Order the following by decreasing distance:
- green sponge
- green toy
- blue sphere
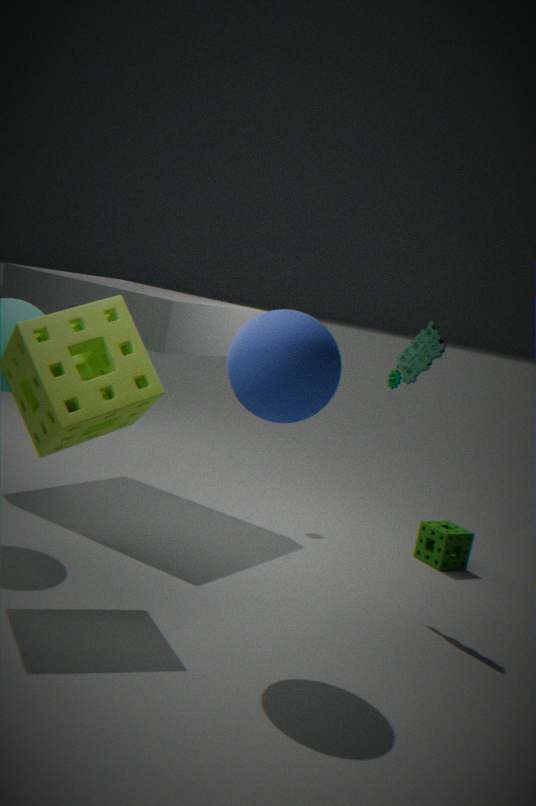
green sponge → green toy → blue sphere
